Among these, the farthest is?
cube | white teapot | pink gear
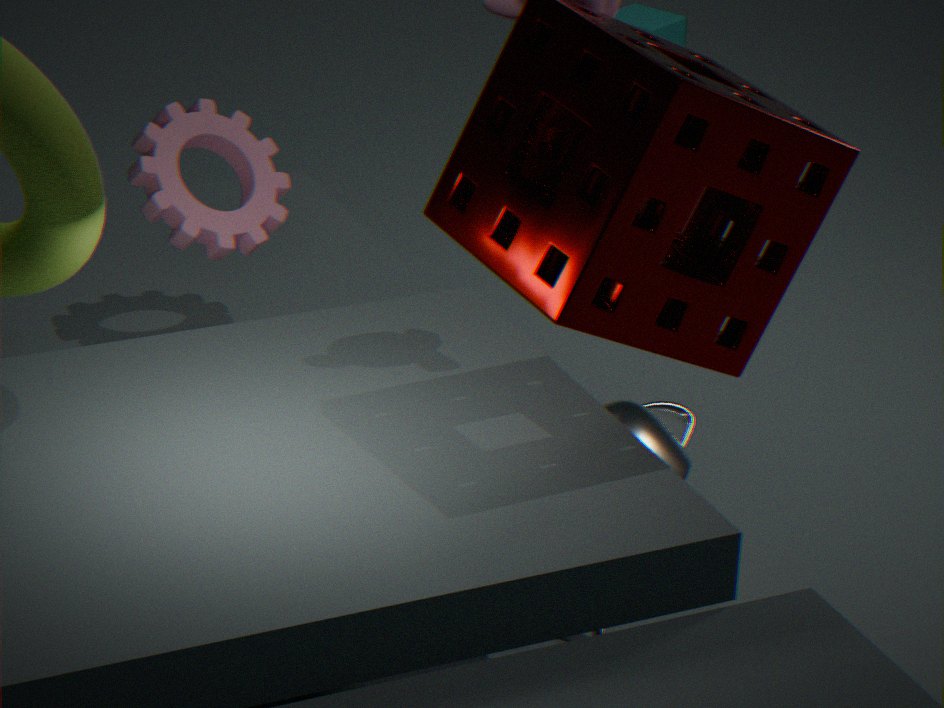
cube
